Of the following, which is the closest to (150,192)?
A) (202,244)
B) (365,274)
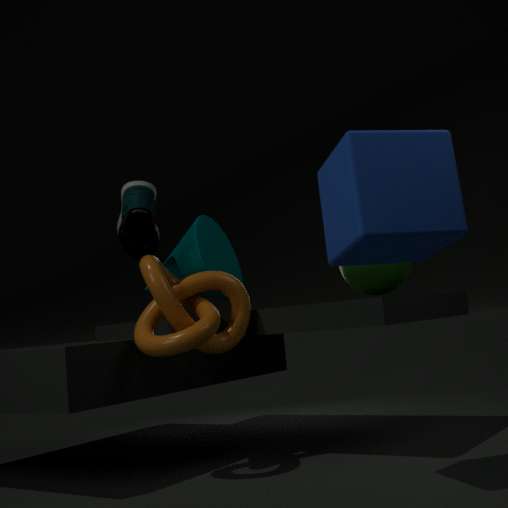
(202,244)
